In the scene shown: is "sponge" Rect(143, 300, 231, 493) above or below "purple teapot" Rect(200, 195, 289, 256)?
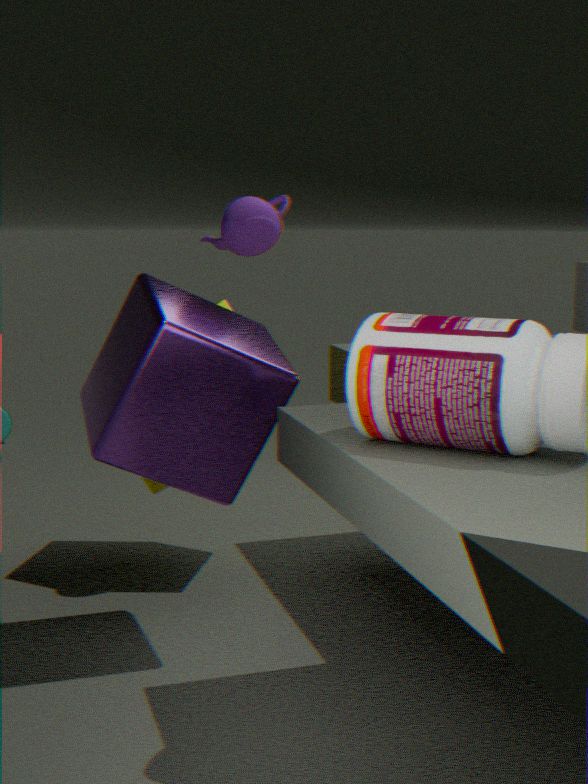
below
